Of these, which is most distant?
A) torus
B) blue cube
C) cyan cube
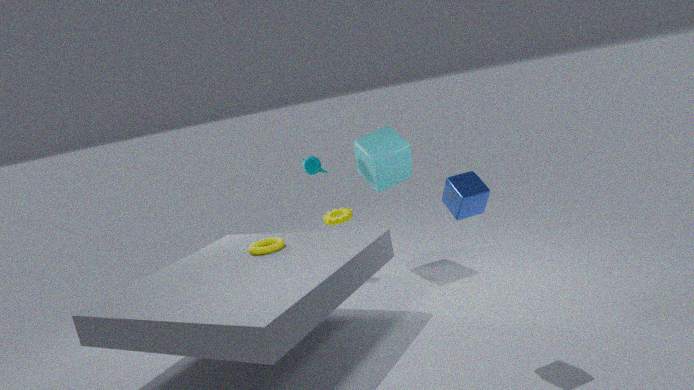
cyan cube
